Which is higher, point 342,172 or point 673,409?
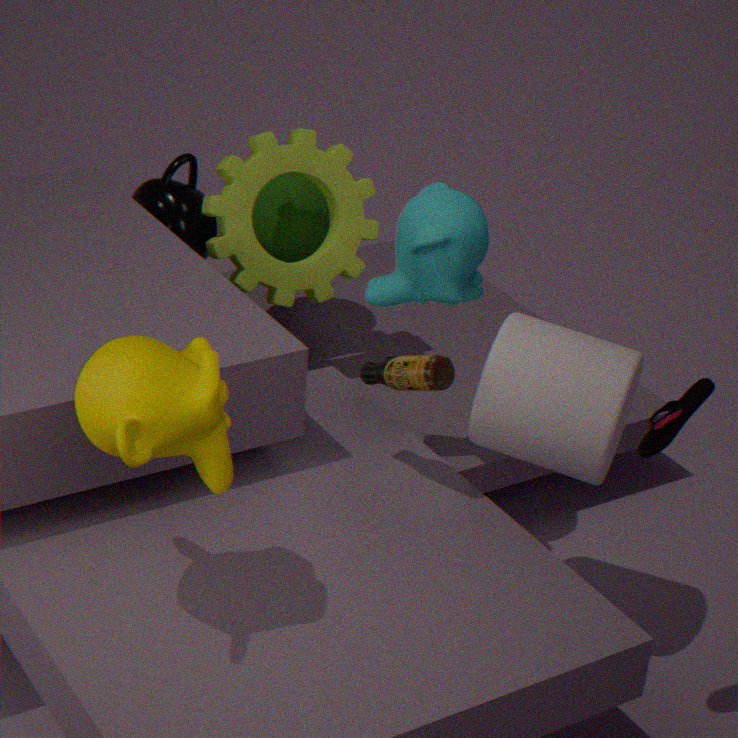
point 673,409
